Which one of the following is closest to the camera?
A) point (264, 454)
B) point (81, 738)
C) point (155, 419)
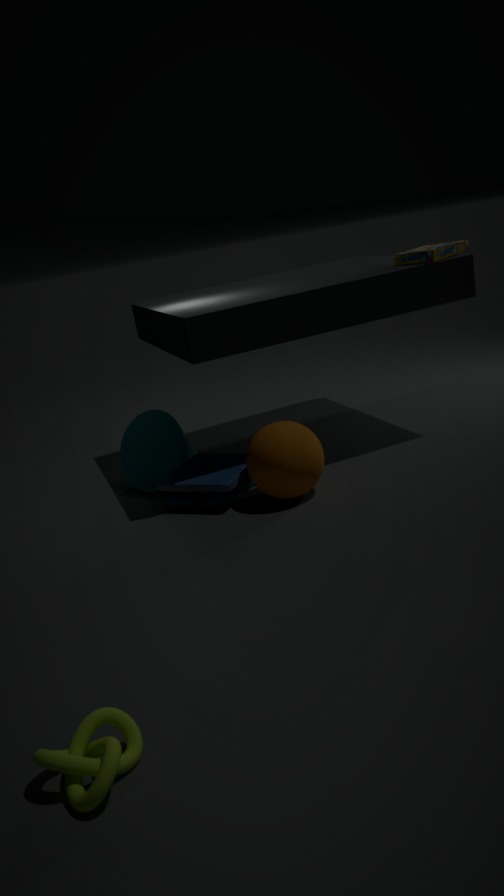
point (81, 738)
